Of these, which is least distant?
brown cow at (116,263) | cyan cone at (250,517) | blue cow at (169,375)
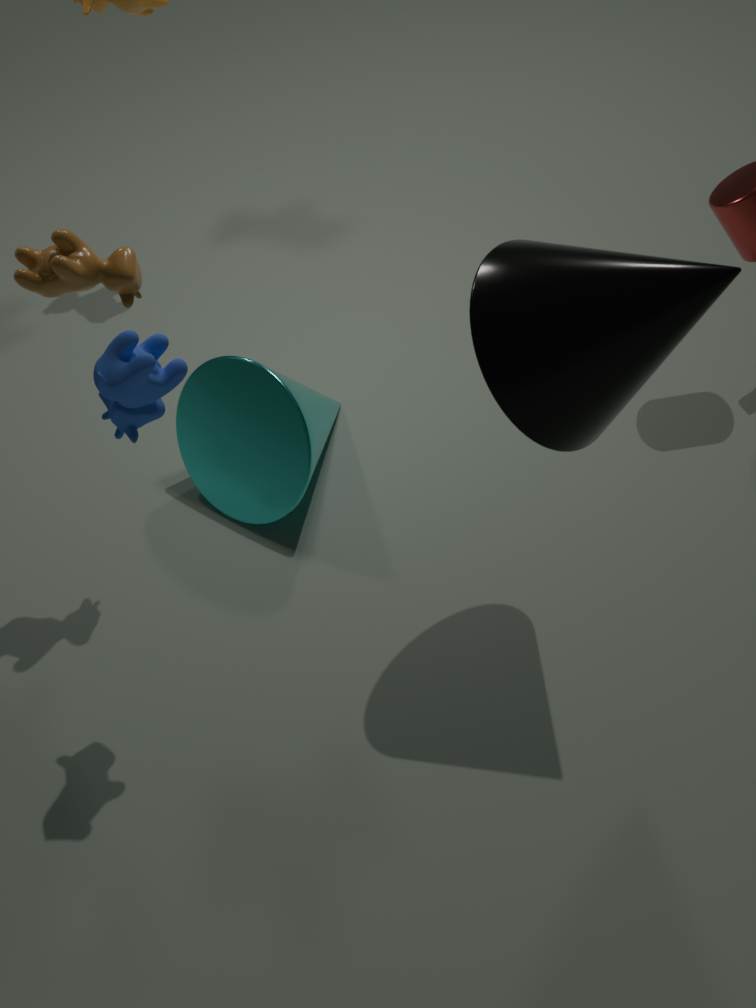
blue cow at (169,375)
